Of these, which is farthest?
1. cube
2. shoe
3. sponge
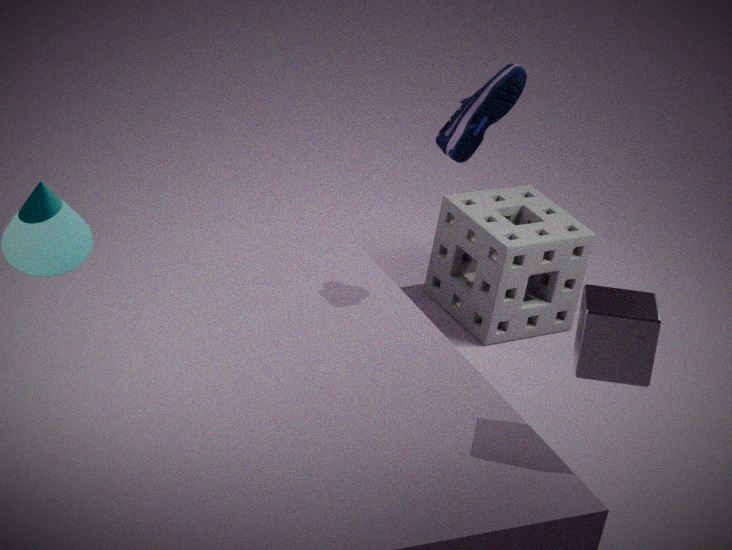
sponge
